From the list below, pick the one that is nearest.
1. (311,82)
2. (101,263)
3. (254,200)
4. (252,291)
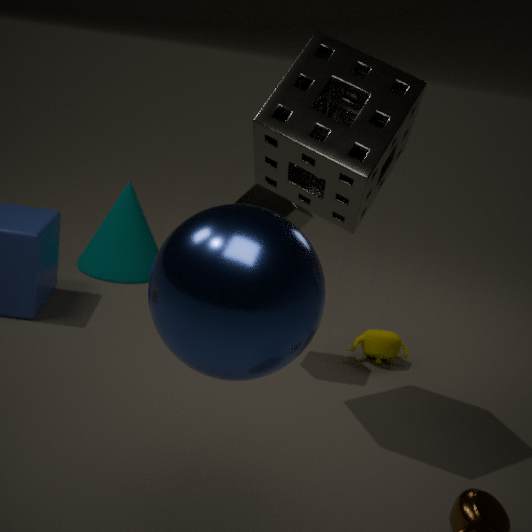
(252,291)
